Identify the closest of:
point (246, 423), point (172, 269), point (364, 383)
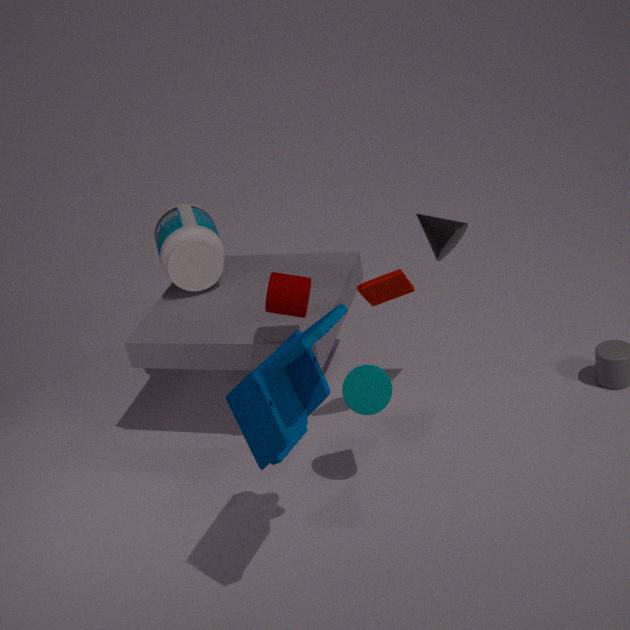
point (246, 423)
